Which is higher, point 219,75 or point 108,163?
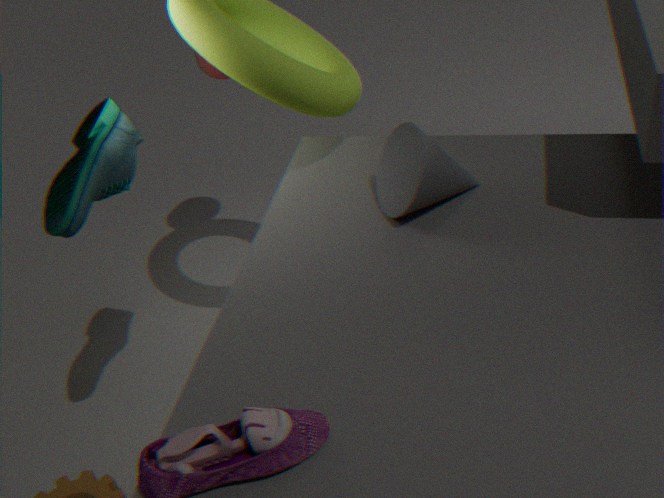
point 108,163
